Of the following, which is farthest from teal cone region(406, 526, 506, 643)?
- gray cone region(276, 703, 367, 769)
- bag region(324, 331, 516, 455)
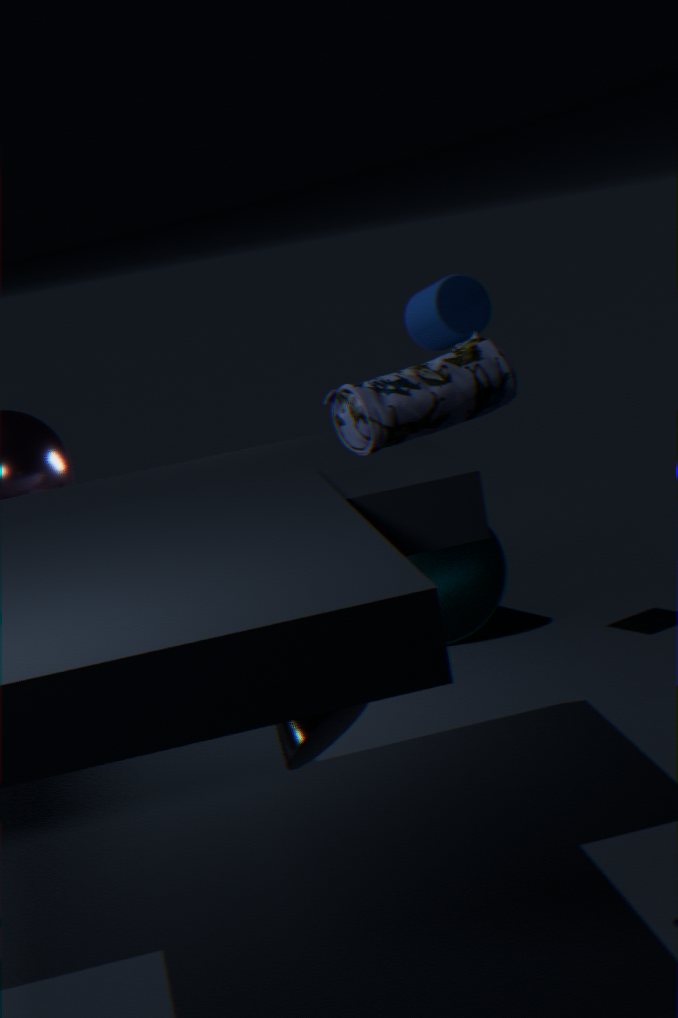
bag region(324, 331, 516, 455)
